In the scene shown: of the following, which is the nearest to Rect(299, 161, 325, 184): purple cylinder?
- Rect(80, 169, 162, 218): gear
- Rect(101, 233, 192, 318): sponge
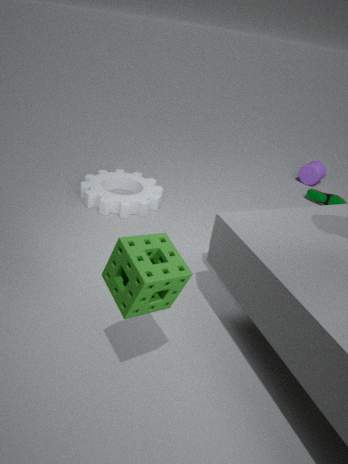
Rect(80, 169, 162, 218): gear
